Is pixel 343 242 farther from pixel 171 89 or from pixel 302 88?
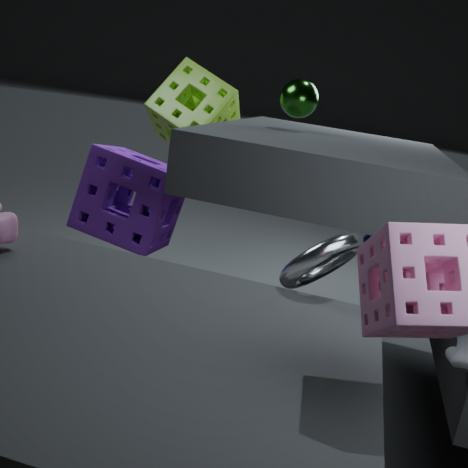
pixel 171 89
